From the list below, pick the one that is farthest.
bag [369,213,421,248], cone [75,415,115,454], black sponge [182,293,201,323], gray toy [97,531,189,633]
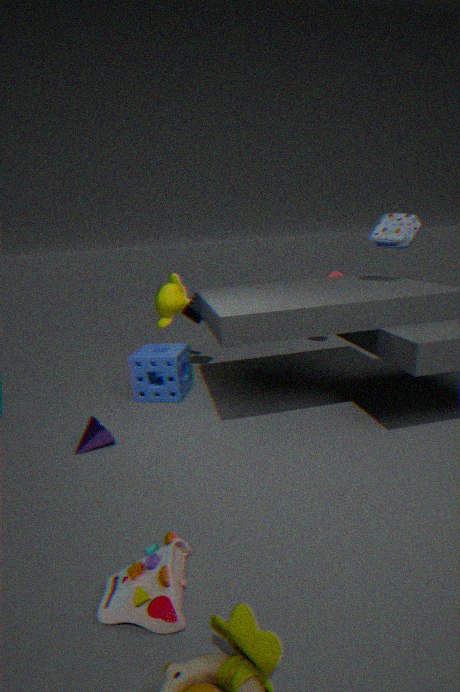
black sponge [182,293,201,323]
